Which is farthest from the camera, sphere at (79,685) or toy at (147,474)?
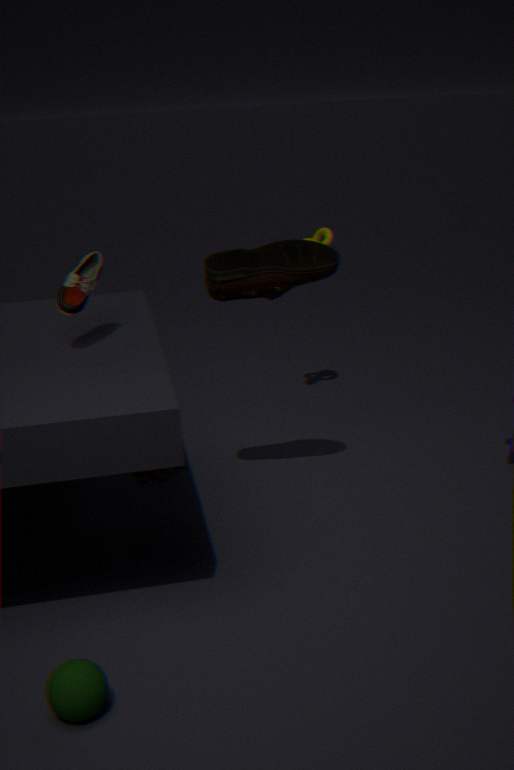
toy at (147,474)
